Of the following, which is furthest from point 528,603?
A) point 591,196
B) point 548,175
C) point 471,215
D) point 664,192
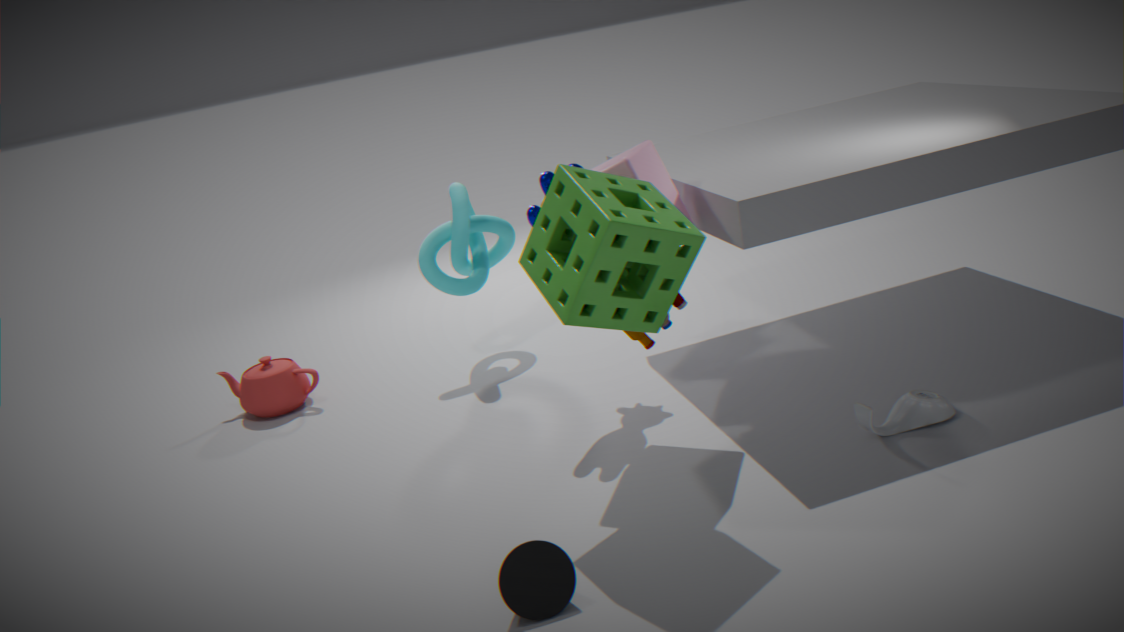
point 471,215
